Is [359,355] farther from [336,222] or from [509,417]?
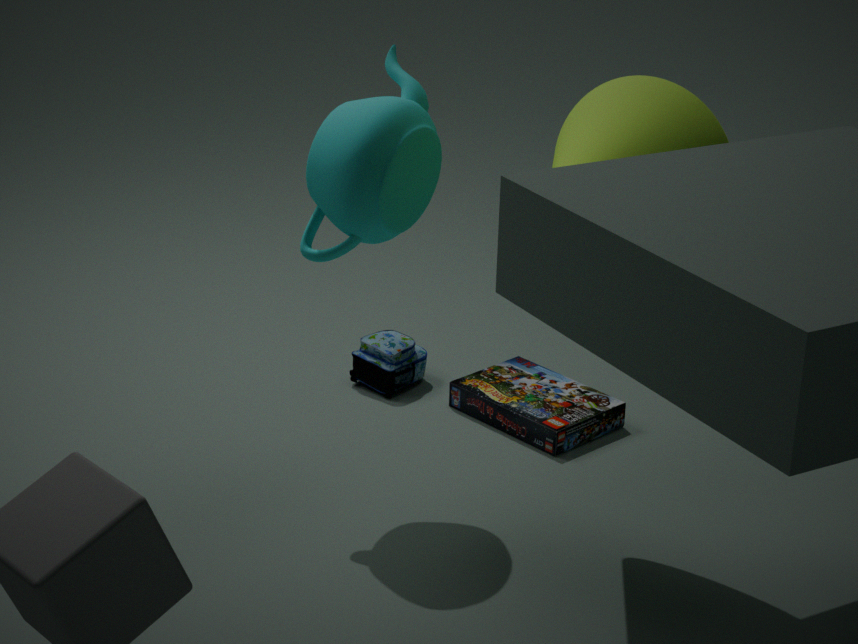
[336,222]
